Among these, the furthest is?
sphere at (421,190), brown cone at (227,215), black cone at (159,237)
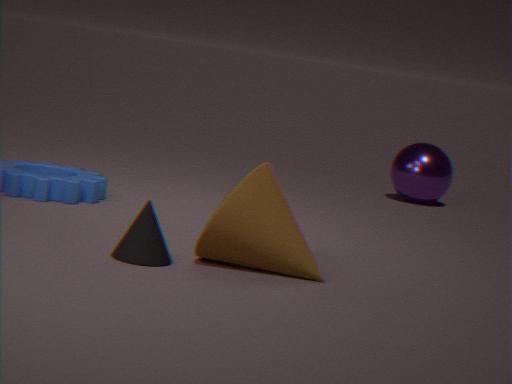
sphere at (421,190)
